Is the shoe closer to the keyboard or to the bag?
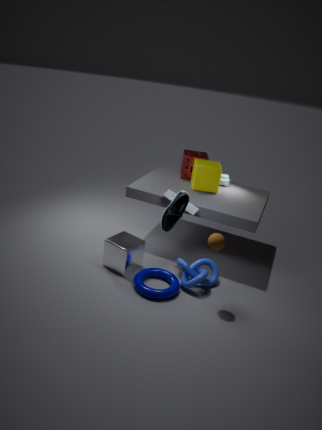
the keyboard
